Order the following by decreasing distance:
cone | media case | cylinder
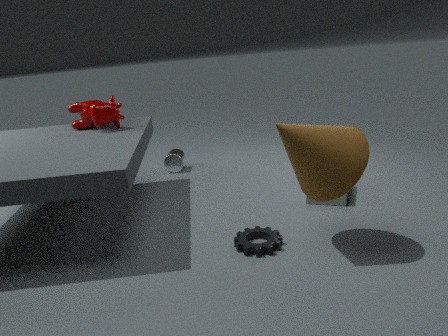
1. cylinder
2. media case
3. cone
